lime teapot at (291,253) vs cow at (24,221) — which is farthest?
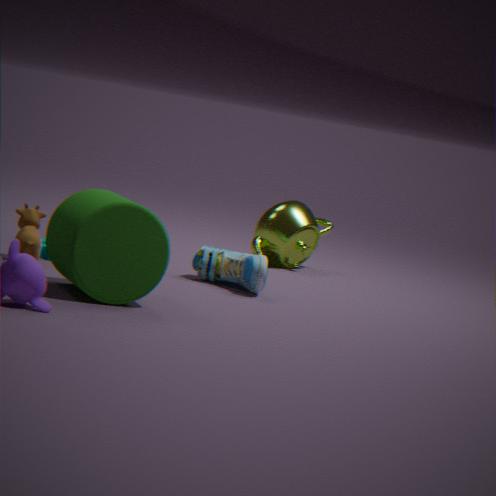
lime teapot at (291,253)
